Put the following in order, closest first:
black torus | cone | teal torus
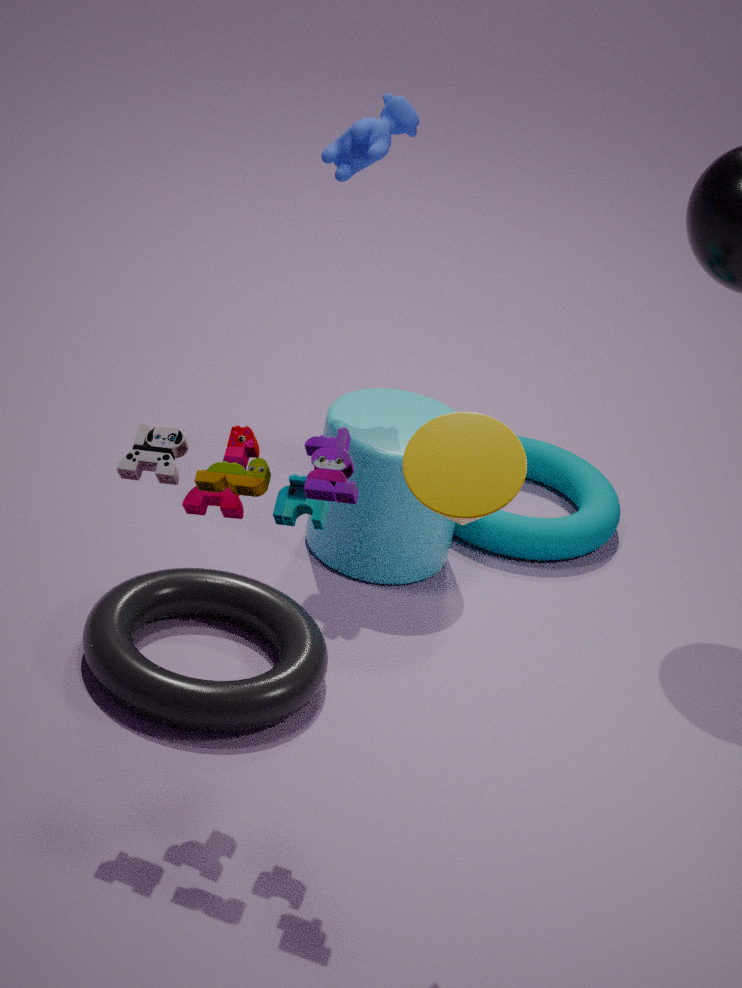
cone
black torus
teal torus
